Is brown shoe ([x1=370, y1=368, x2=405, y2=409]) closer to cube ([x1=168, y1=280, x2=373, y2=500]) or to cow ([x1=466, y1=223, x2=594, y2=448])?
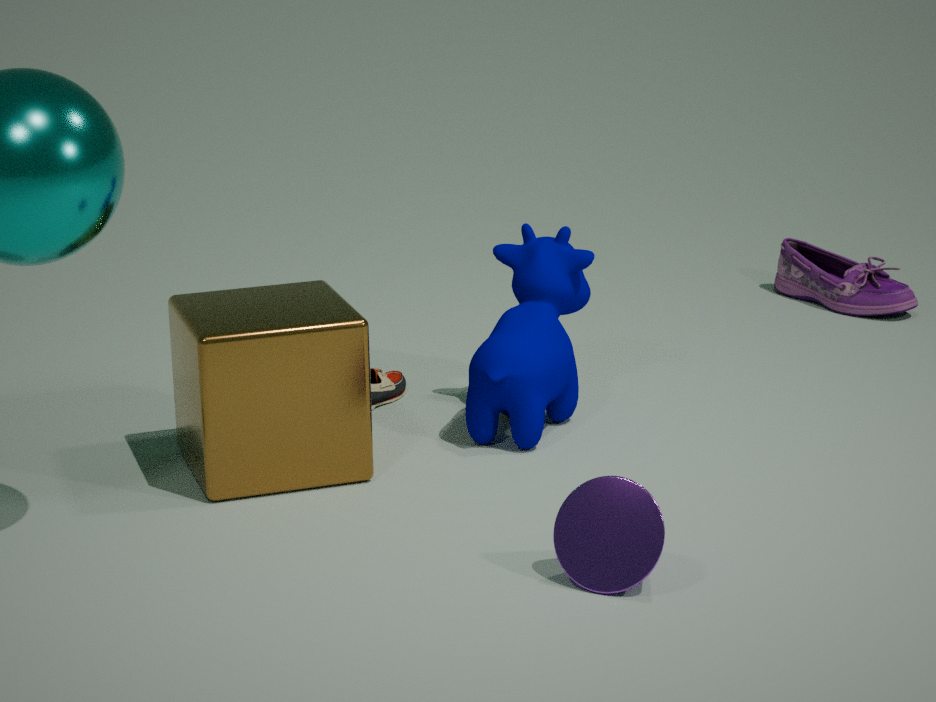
cube ([x1=168, y1=280, x2=373, y2=500])
